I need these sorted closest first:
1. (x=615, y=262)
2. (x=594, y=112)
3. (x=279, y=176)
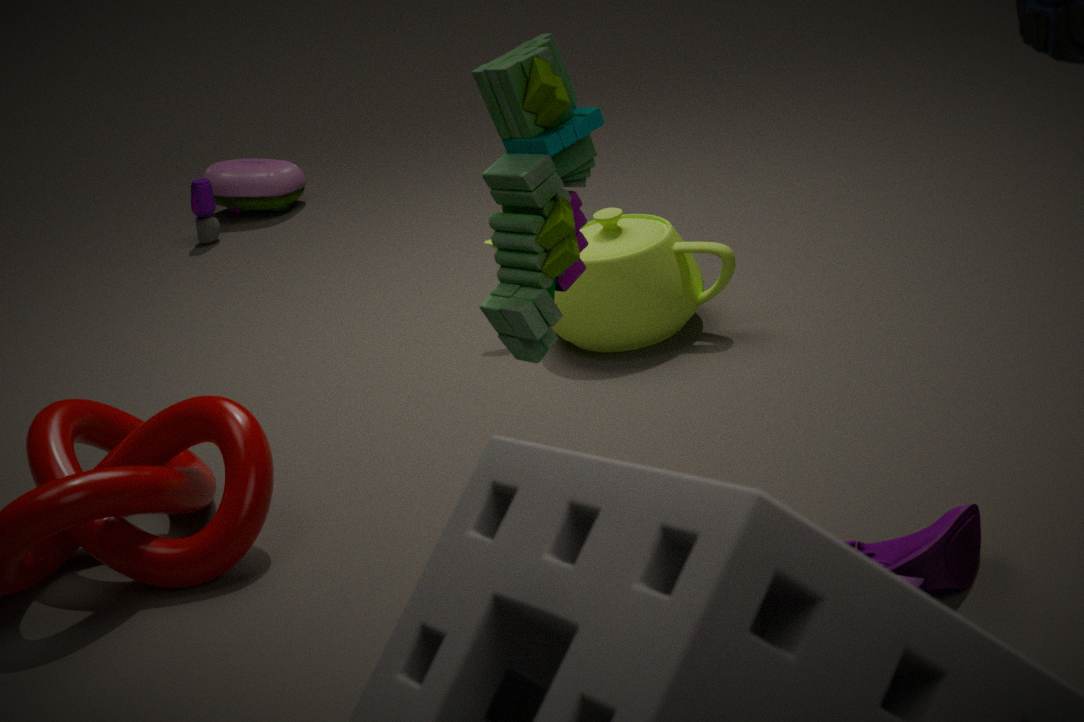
(x=594, y=112) → (x=615, y=262) → (x=279, y=176)
